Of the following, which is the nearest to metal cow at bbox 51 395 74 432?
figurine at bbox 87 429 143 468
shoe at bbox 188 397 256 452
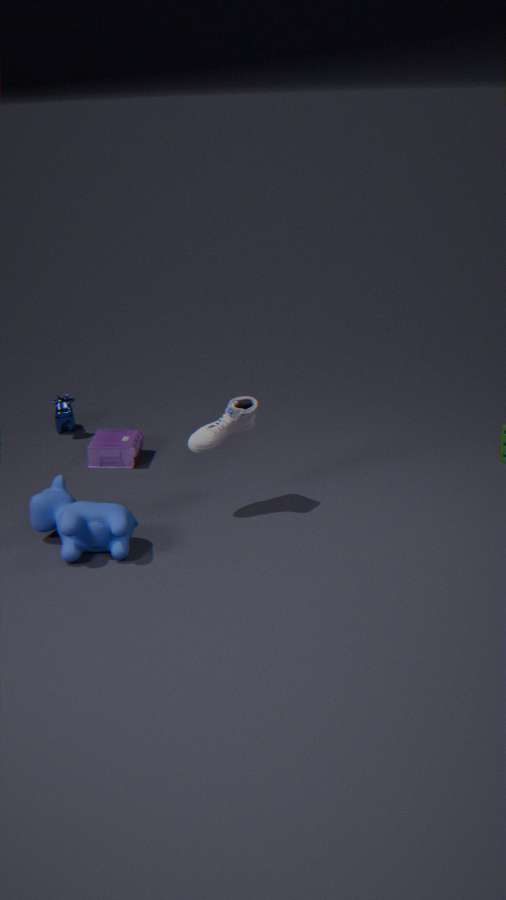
figurine at bbox 87 429 143 468
